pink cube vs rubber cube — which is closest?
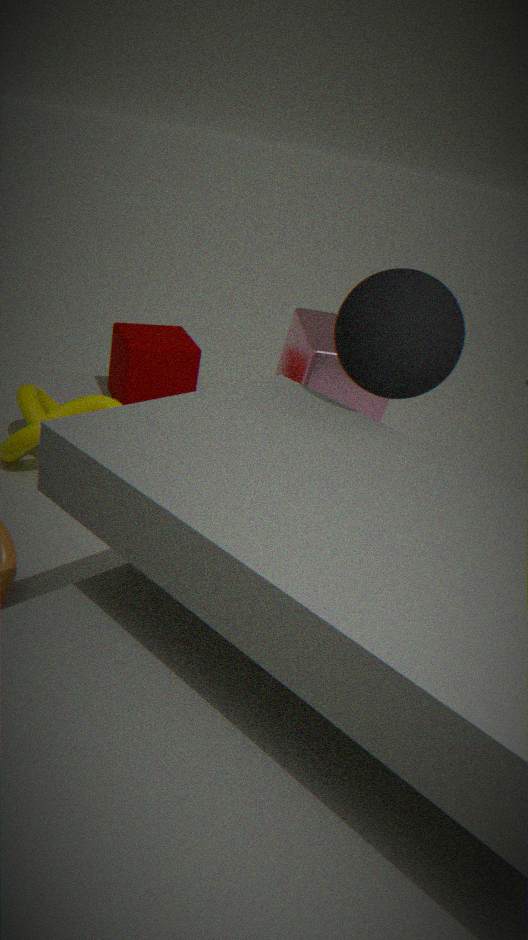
pink cube
